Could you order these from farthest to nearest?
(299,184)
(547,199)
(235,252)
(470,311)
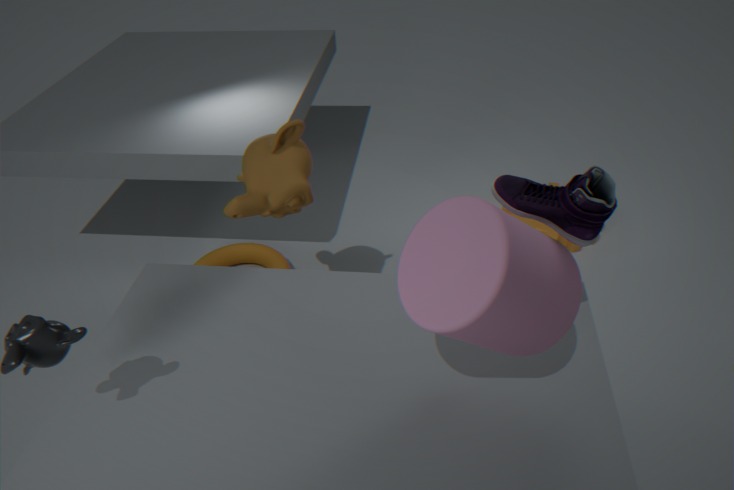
(235,252), (299,184), (547,199), (470,311)
